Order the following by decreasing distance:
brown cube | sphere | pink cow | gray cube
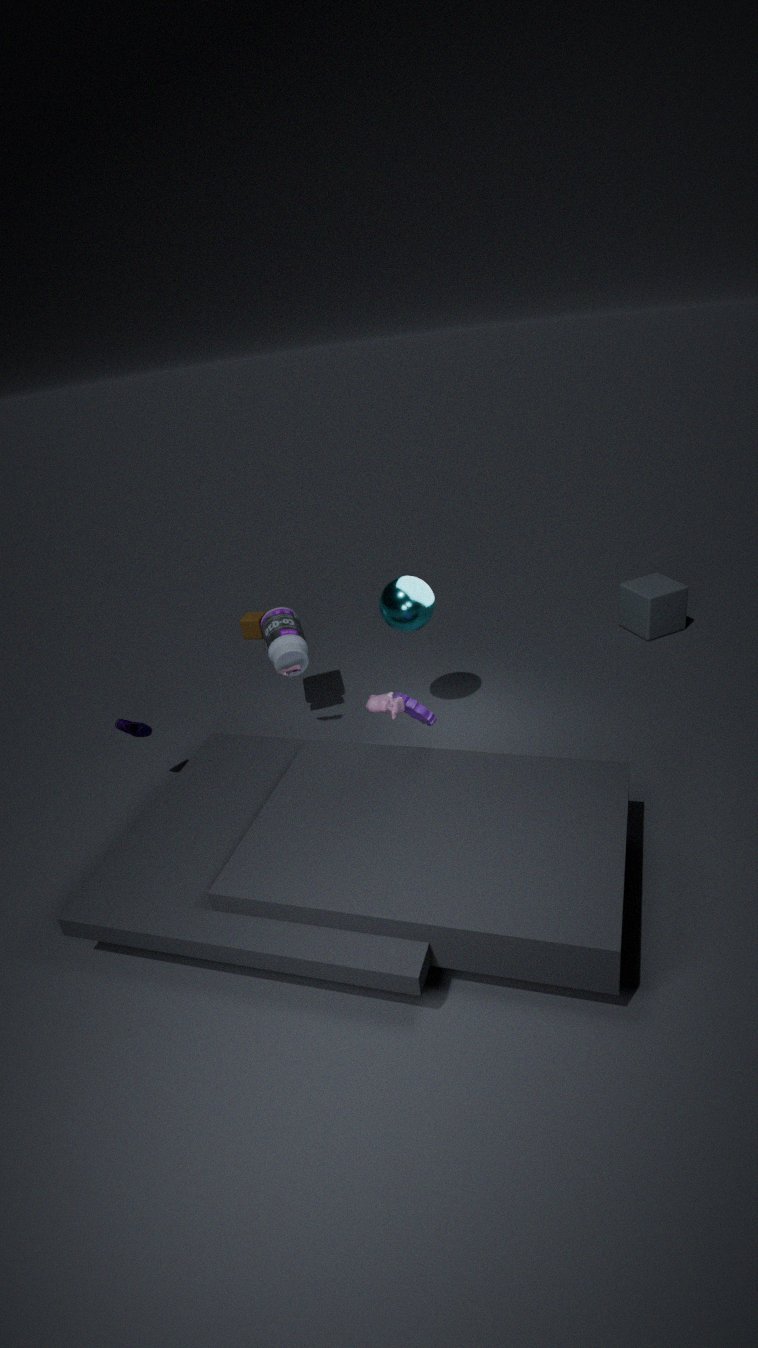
brown cube, gray cube, sphere, pink cow
